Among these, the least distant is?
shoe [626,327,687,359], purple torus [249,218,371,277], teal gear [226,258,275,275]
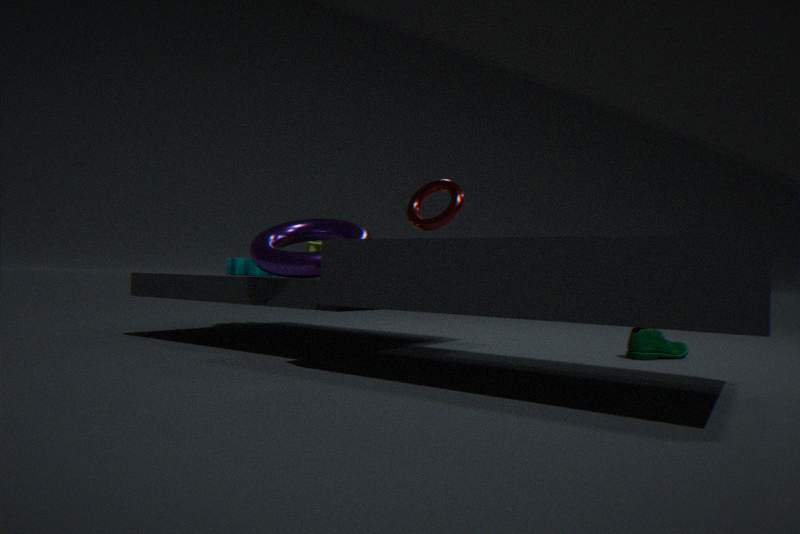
purple torus [249,218,371,277]
